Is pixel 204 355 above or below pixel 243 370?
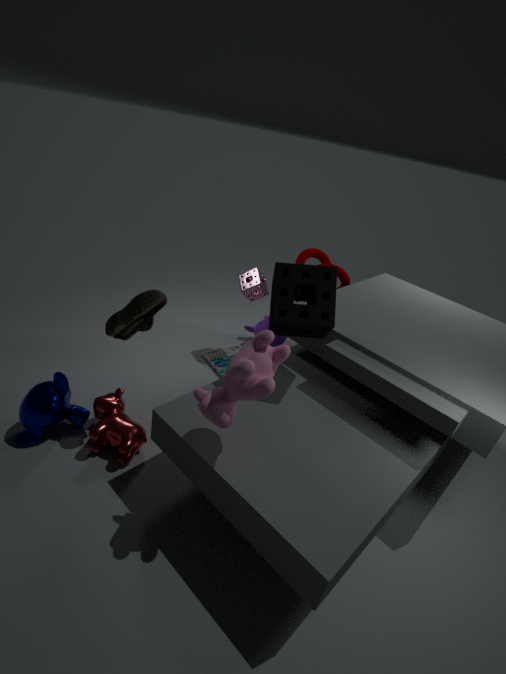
below
